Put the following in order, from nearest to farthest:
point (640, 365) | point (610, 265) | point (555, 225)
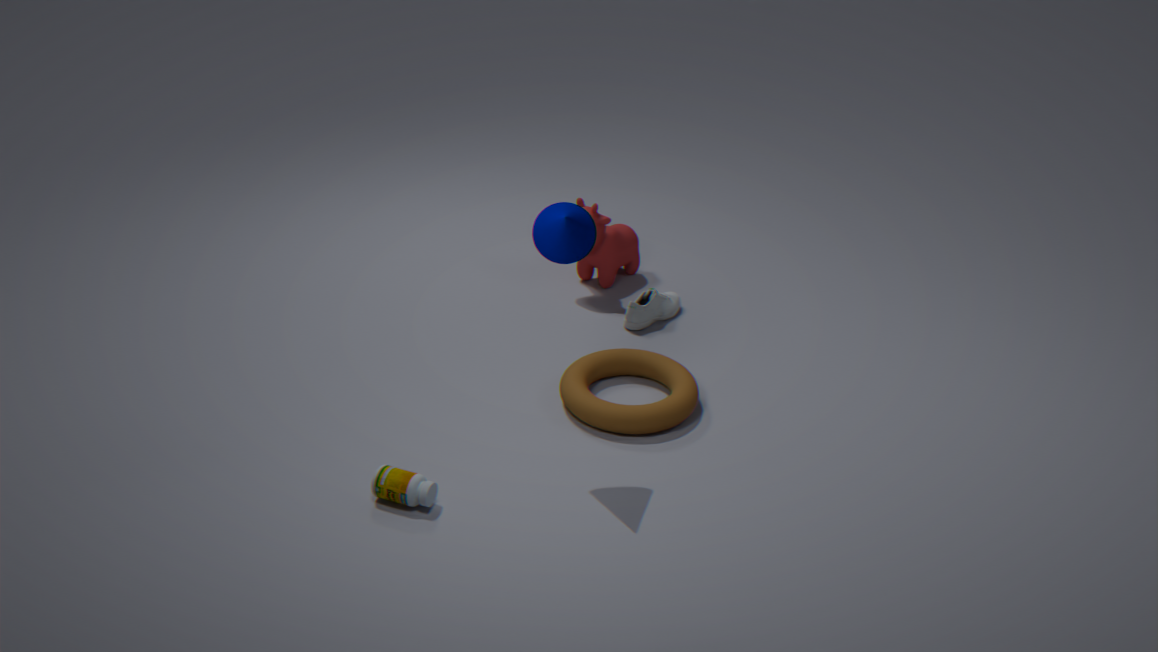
point (555, 225) → point (640, 365) → point (610, 265)
